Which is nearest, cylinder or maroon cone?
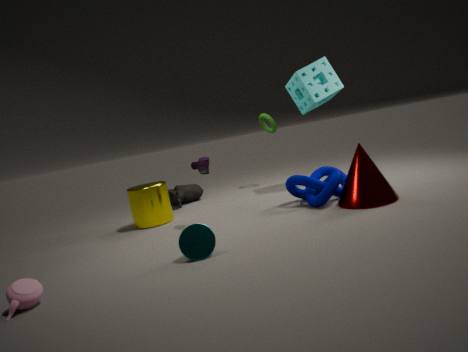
maroon cone
